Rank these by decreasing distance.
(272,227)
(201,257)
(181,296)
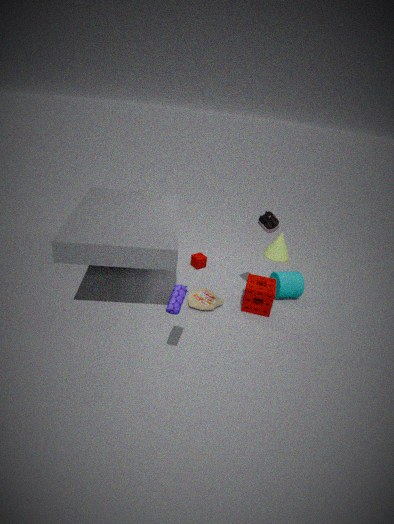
(201,257) < (272,227) < (181,296)
